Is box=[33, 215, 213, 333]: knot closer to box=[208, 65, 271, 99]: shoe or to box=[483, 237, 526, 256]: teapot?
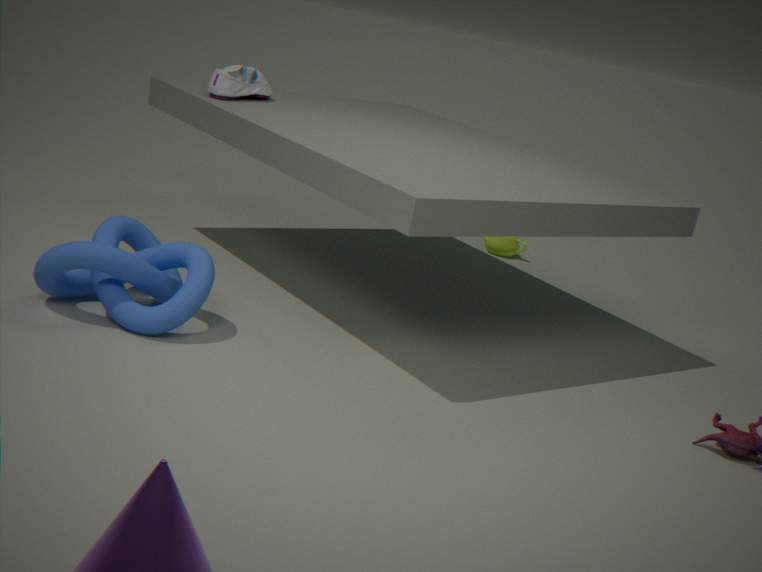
box=[208, 65, 271, 99]: shoe
